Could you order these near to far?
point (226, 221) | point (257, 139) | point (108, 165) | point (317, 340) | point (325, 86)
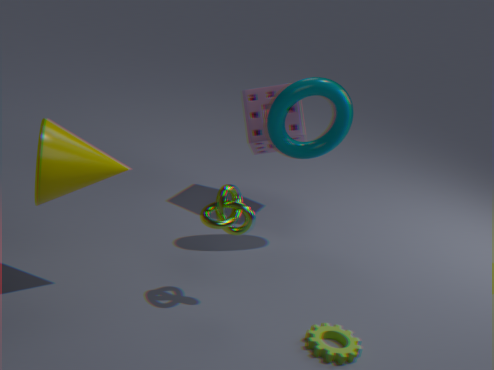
point (108, 165), point (317, 340), point (226, 221), point (325, 86), point (257, 139)
